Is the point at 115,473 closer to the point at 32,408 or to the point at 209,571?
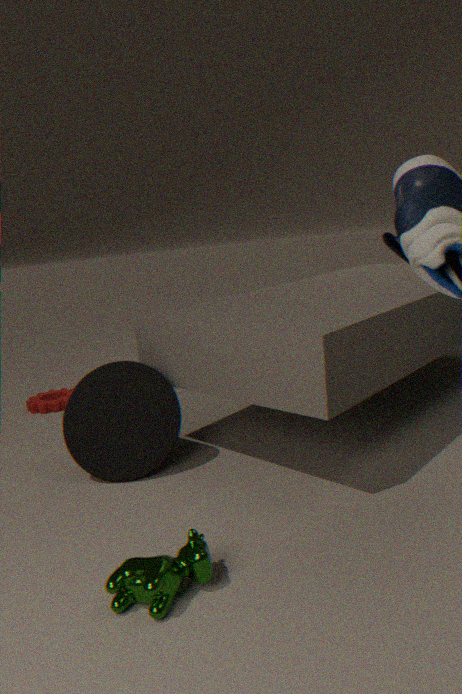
the point at 209,571
